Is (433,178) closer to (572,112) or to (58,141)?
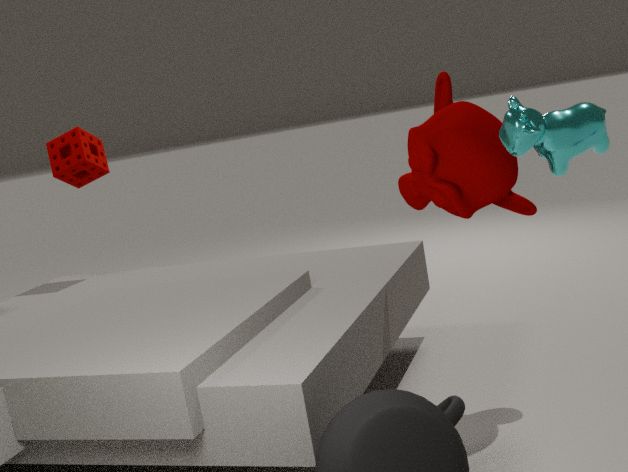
(572,112)
